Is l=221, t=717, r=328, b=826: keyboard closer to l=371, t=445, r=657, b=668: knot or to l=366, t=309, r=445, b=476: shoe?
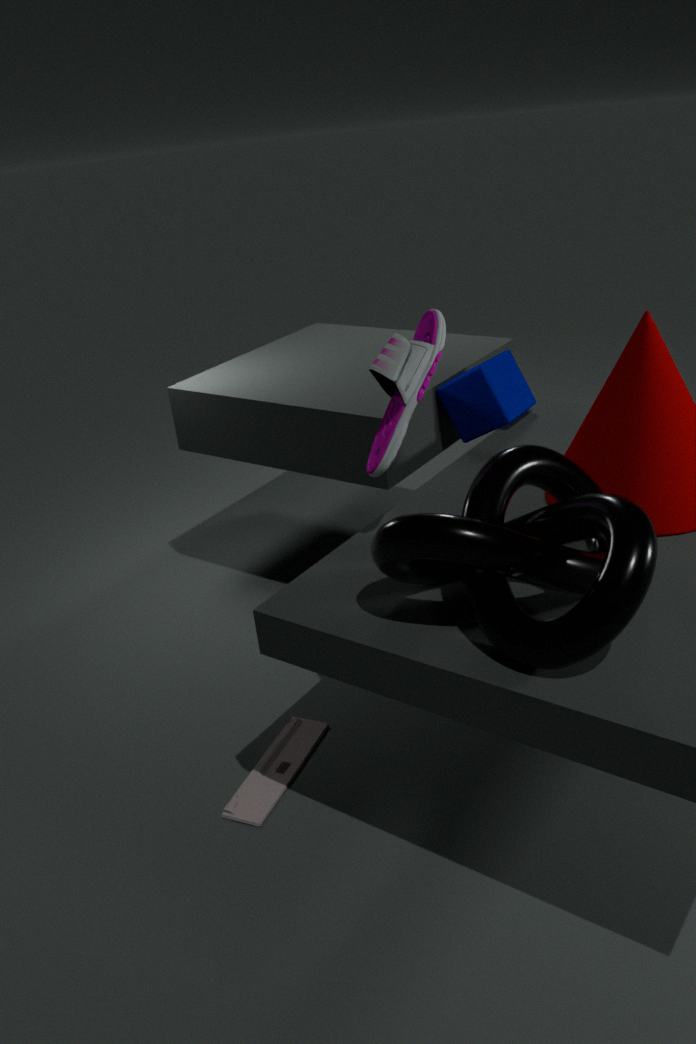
l=371, t=445, r=657, b=668: knot
